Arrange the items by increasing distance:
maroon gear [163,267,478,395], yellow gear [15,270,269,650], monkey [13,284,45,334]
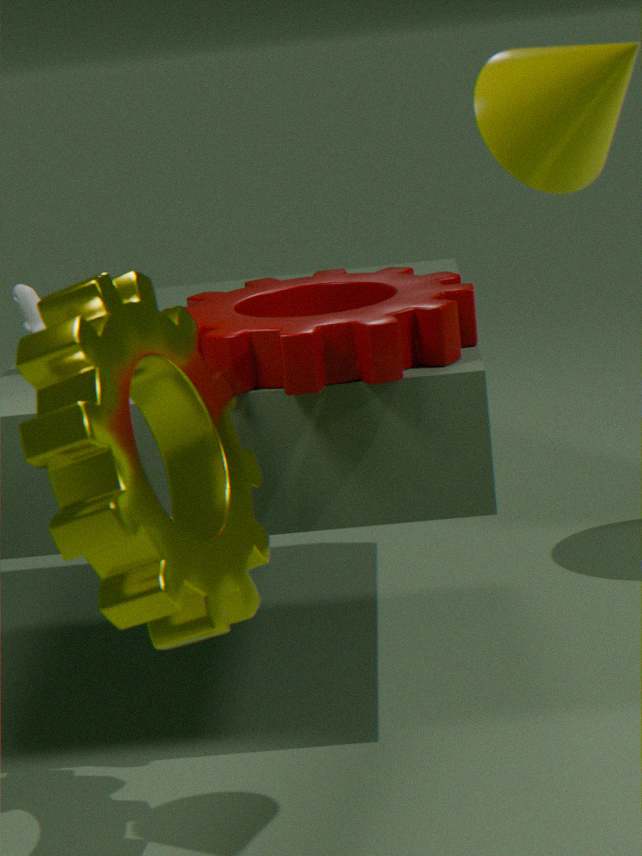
yellow gear [15,270,269,650]
maroon gear [163,267,478,395]
monkey [13,284,45,334]
